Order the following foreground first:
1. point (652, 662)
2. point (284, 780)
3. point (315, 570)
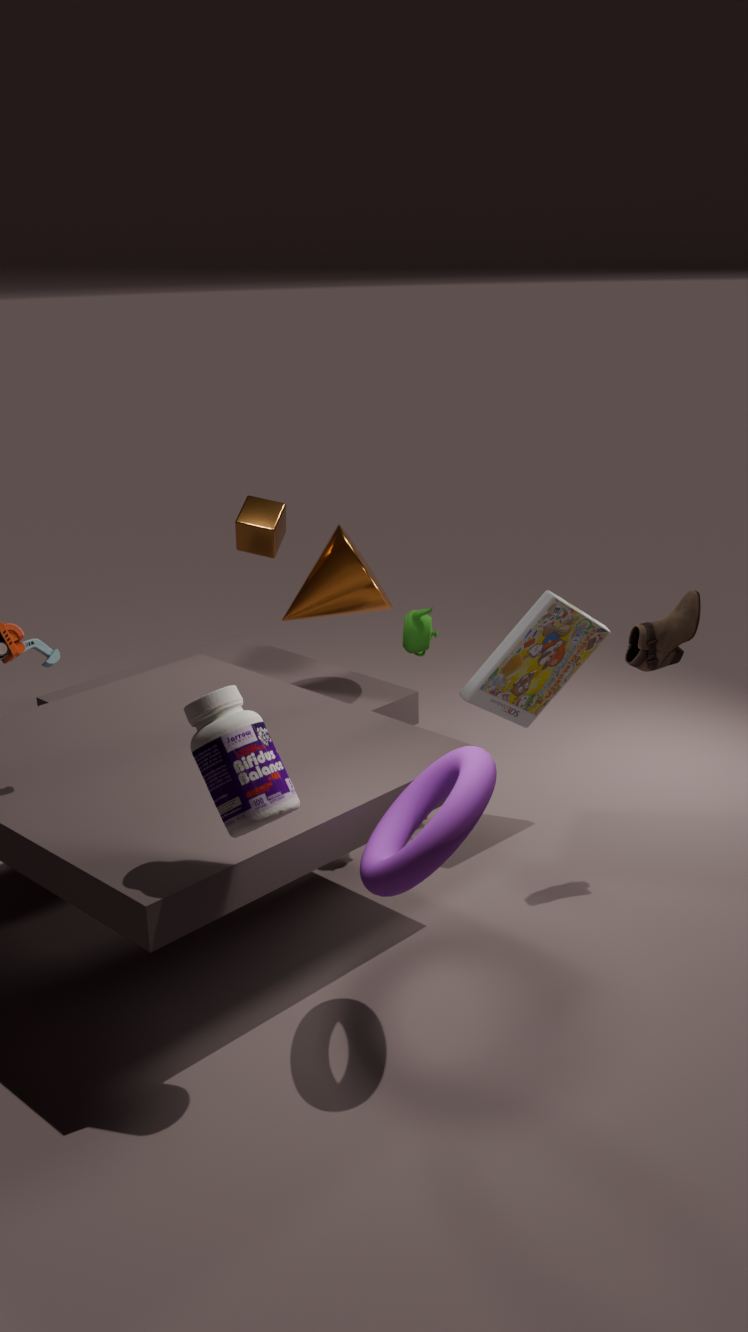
point (284, 780), point (652, 662), point (315, 570)
